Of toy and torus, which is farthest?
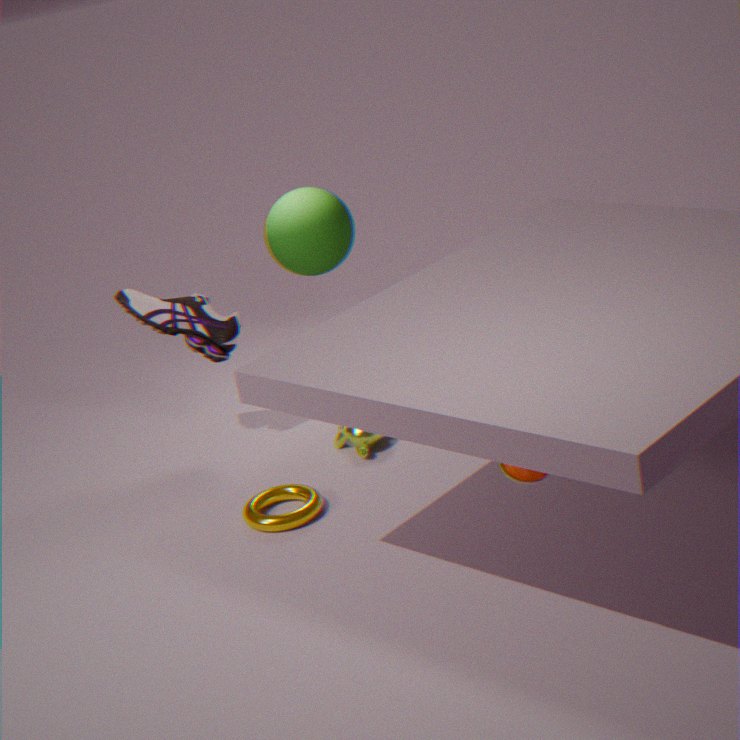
torus
